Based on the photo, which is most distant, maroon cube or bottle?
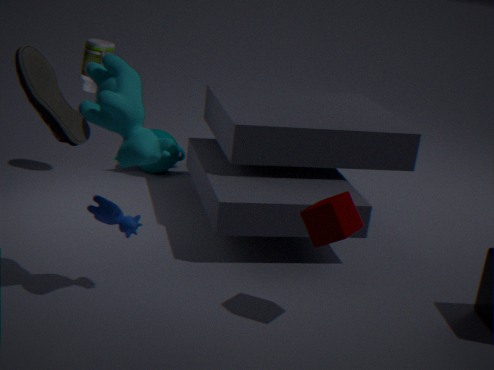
bottle
